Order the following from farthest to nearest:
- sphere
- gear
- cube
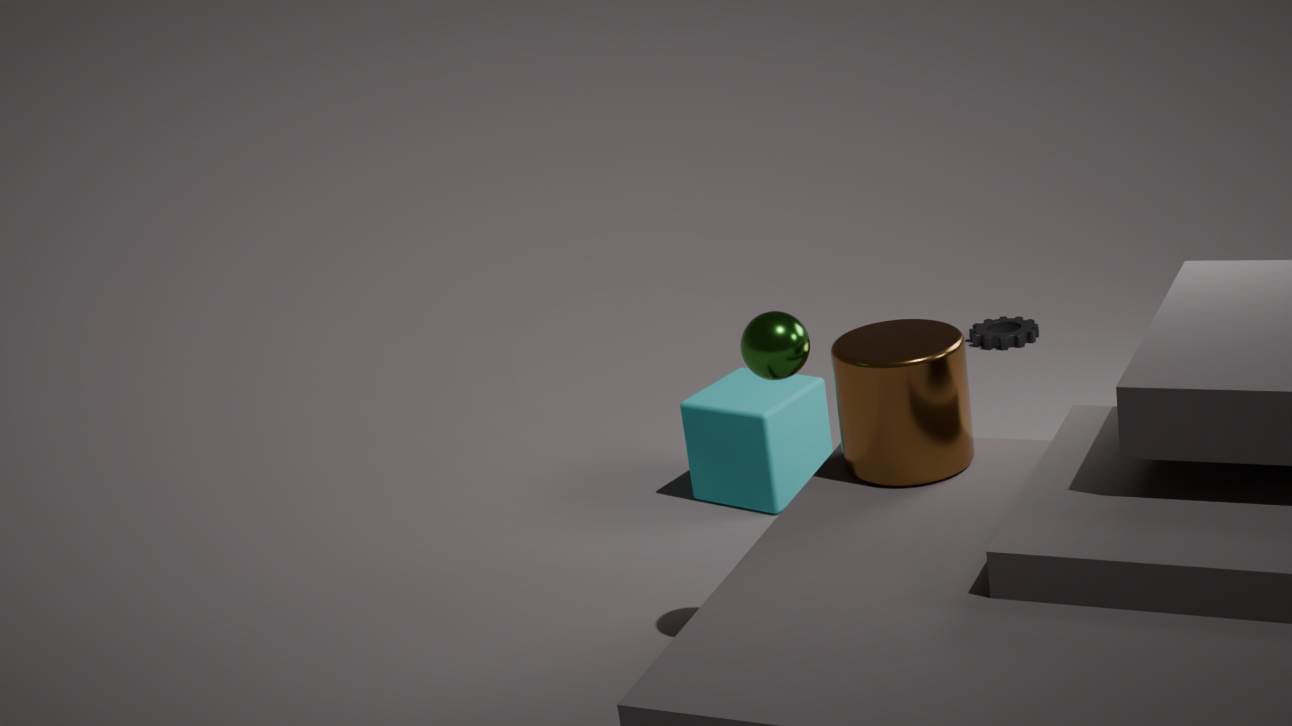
gear, cube, sphere
